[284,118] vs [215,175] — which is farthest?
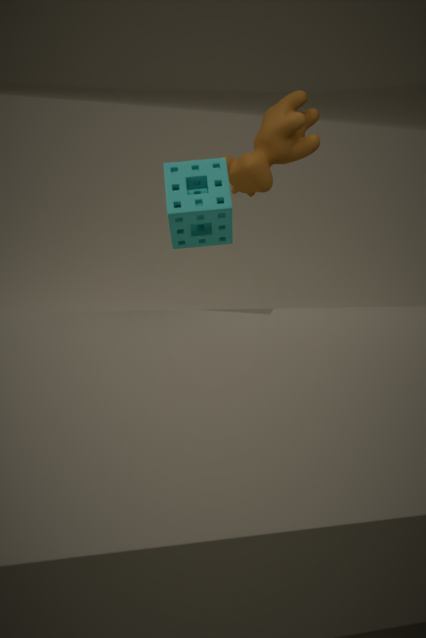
[284,118]
